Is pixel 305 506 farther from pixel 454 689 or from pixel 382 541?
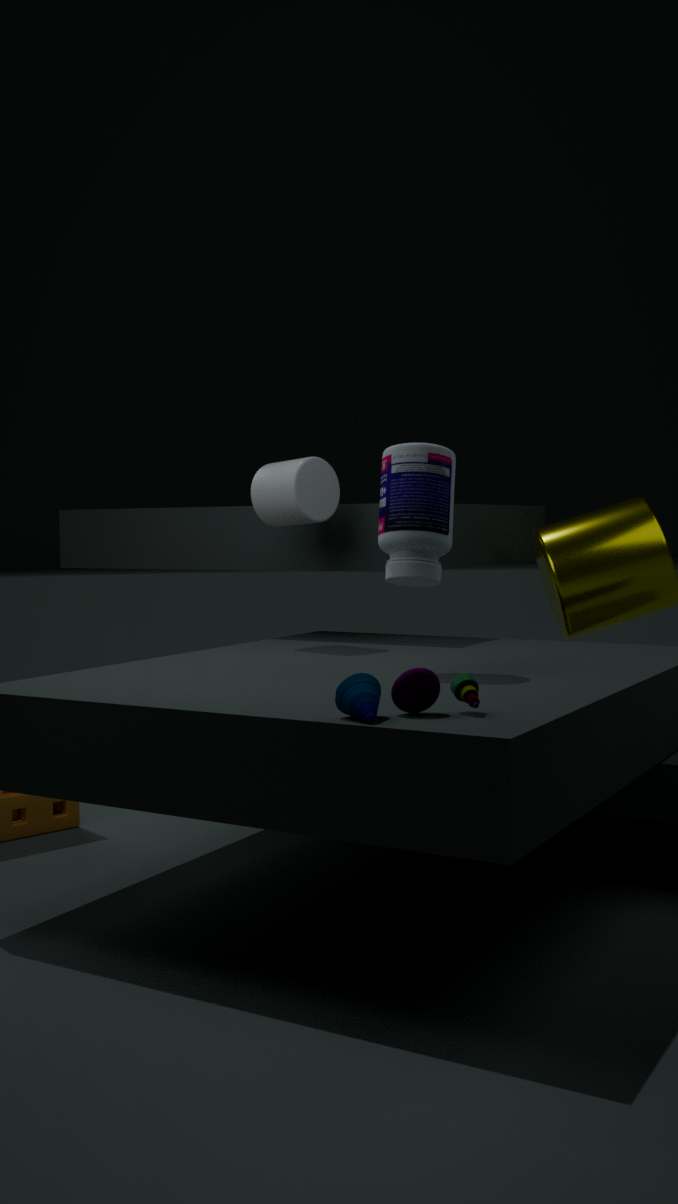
pixel 454 689
